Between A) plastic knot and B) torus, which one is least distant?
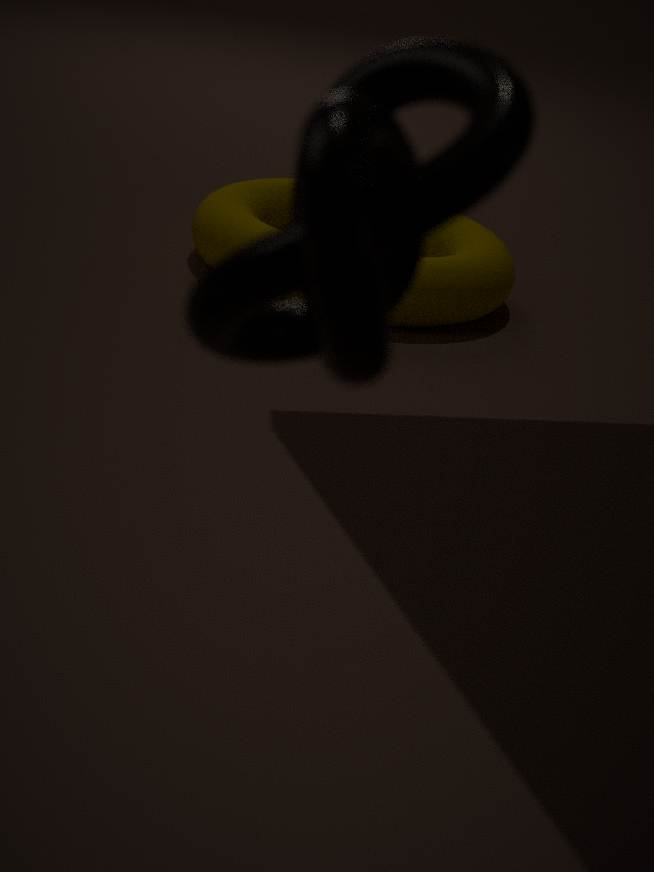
A. plastic knot
